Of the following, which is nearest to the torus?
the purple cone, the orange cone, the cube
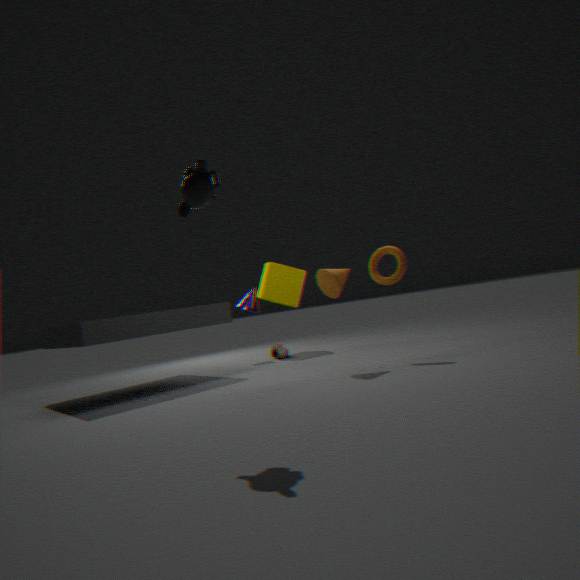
the orange cone
